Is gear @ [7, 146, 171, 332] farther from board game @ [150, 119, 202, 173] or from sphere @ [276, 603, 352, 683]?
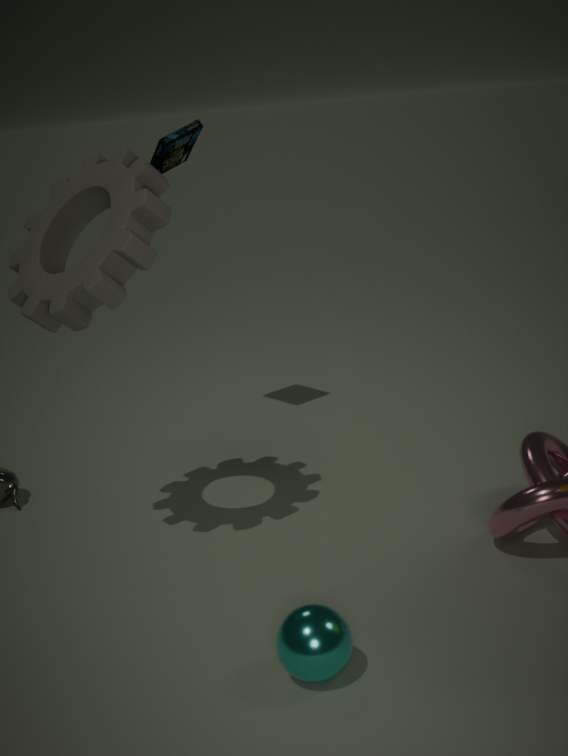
sphere @ [276, 603, 352, 683]
